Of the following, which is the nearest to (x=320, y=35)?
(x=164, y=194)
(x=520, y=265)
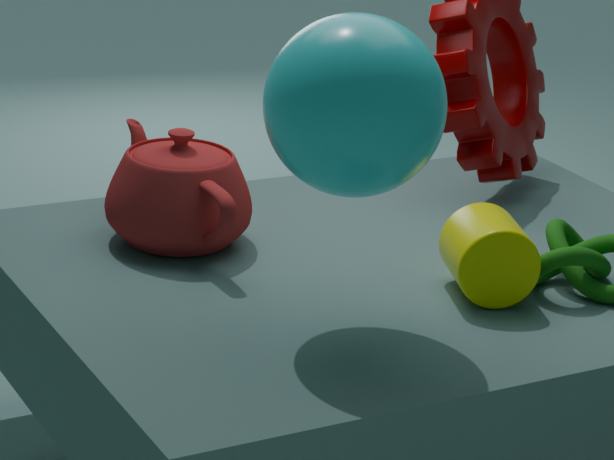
(x=520, y=265)
